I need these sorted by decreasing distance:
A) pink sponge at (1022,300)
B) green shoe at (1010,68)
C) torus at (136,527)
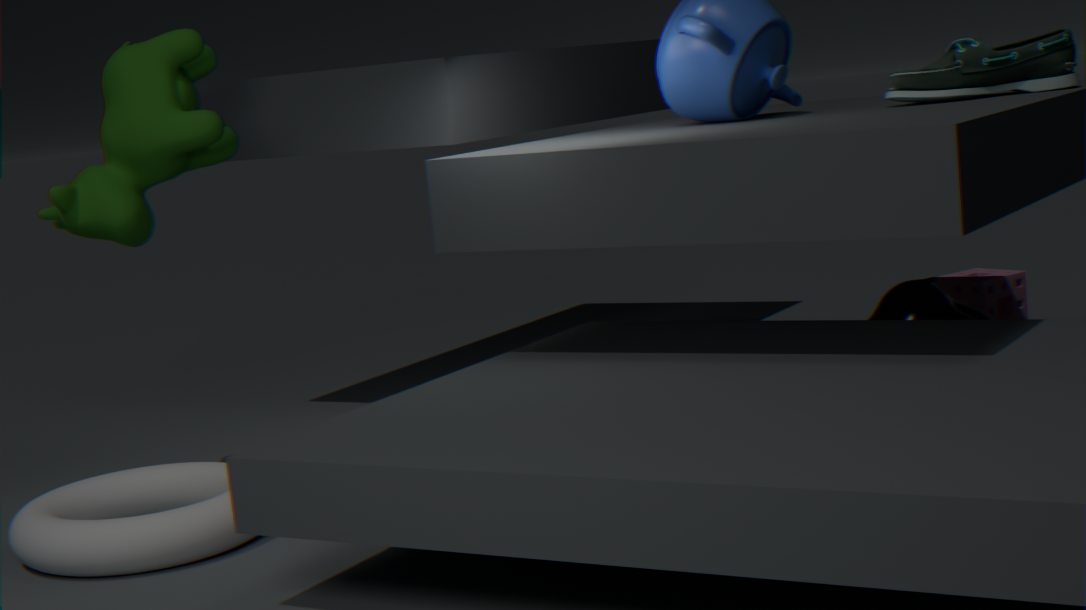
pink sponge at (1022,300) → green shoe at (1010,68) → torus at (136,527)
